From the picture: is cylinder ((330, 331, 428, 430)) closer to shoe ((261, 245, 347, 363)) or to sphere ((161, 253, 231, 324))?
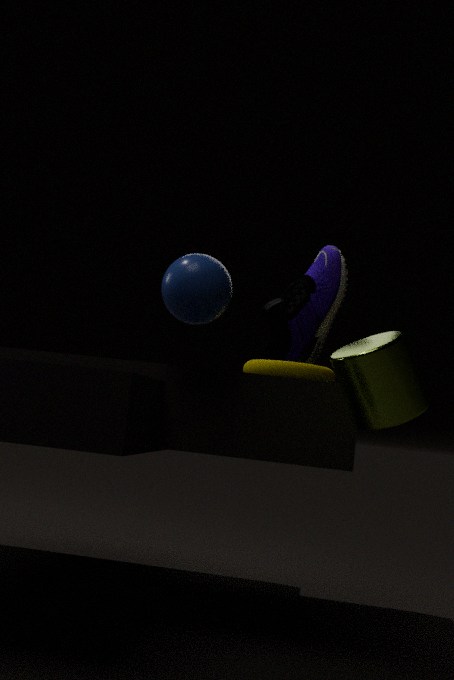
sphere ((161, 253, 231, 324))
